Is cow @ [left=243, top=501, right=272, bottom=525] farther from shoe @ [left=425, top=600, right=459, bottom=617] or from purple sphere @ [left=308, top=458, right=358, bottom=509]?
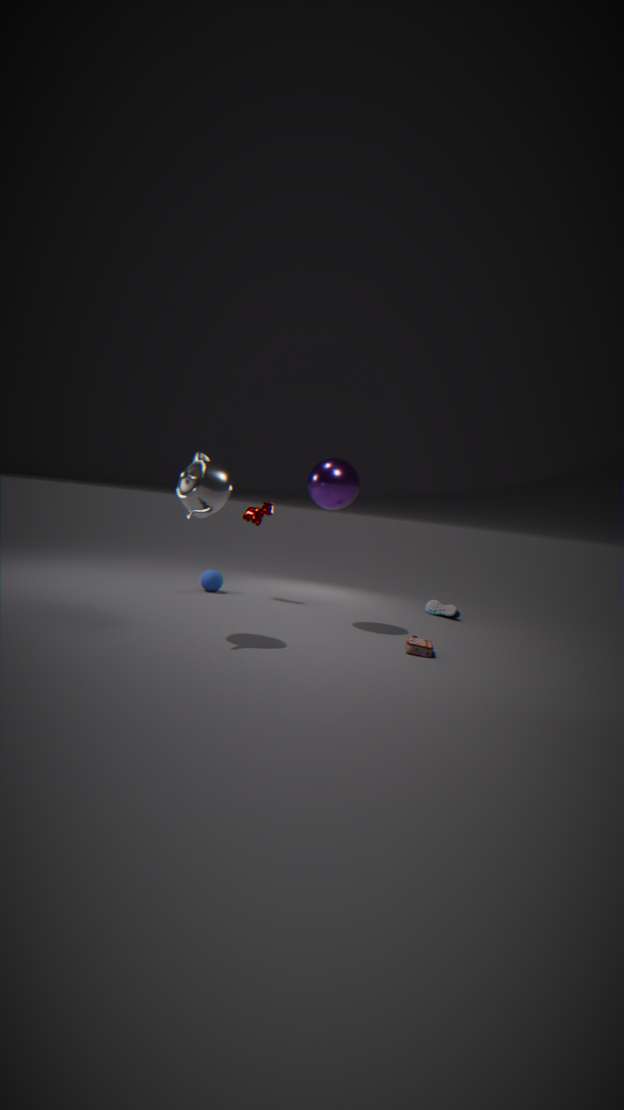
shoe @ [left=425, top=600, right=459, bottom=617]
